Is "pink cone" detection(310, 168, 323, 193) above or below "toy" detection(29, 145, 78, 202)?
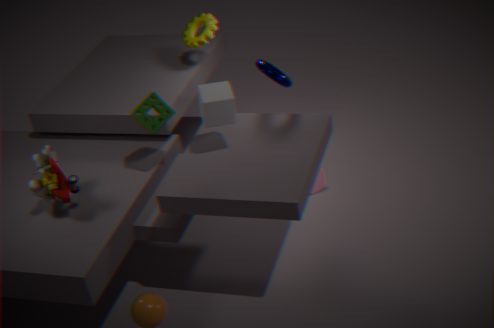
below
